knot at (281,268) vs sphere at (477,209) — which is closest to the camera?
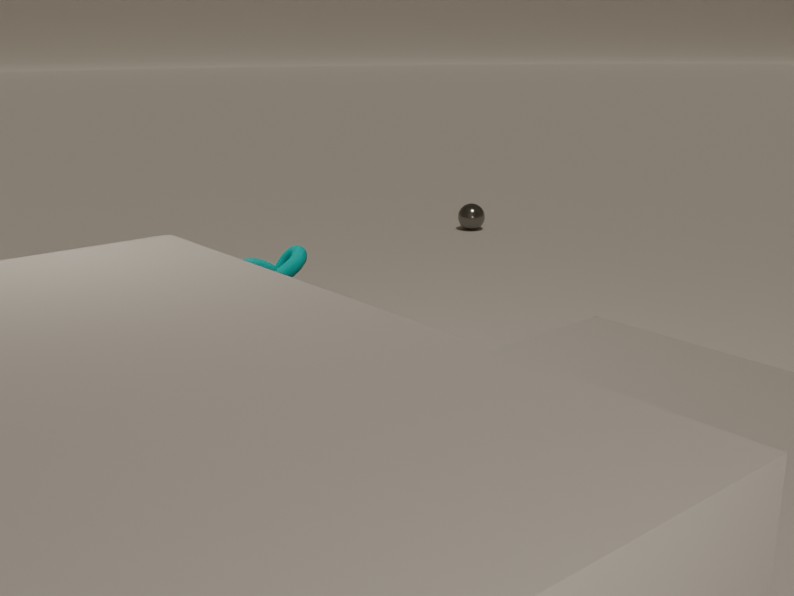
knot at (281,268)
